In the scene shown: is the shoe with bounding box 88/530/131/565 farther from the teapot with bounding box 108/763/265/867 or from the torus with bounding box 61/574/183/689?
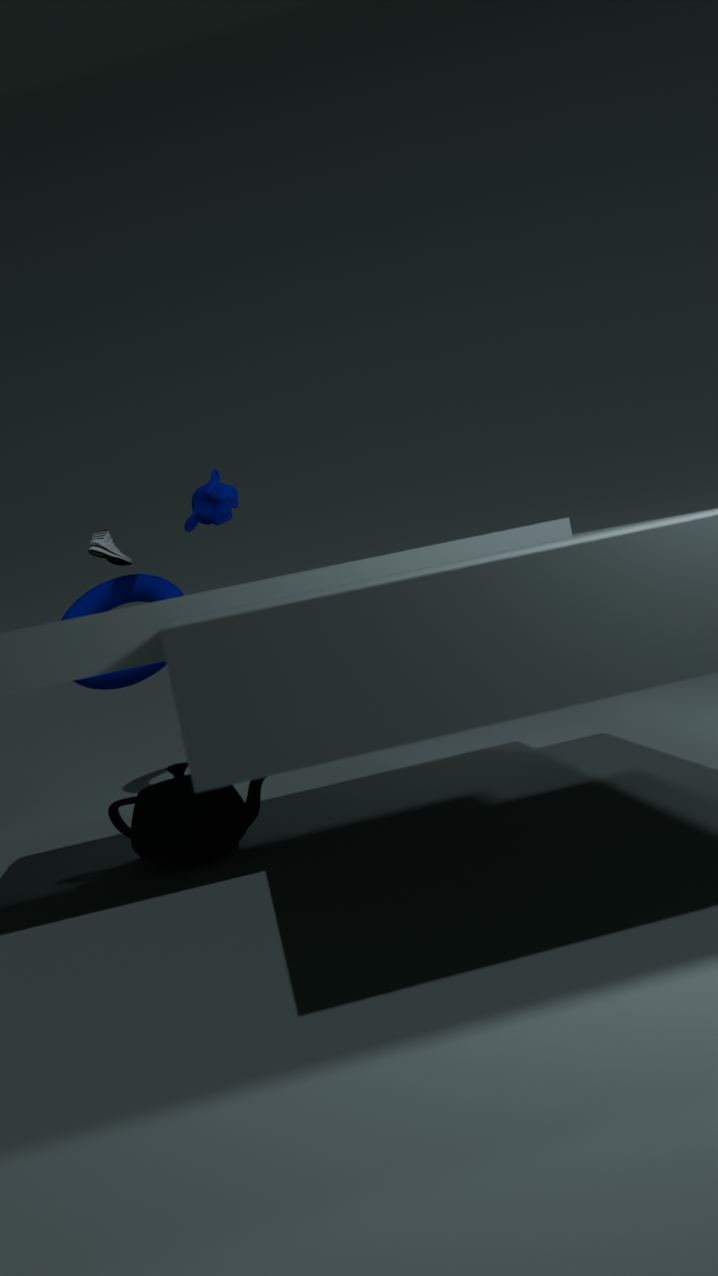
the teapot with bounding box 108/763/265/867
